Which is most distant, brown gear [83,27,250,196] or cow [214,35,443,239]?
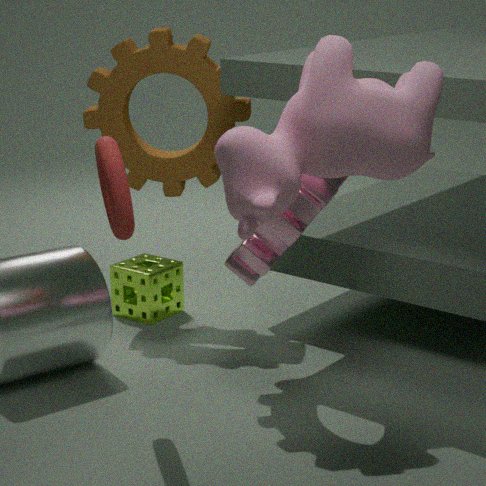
brown gear [83,27,250,196]
